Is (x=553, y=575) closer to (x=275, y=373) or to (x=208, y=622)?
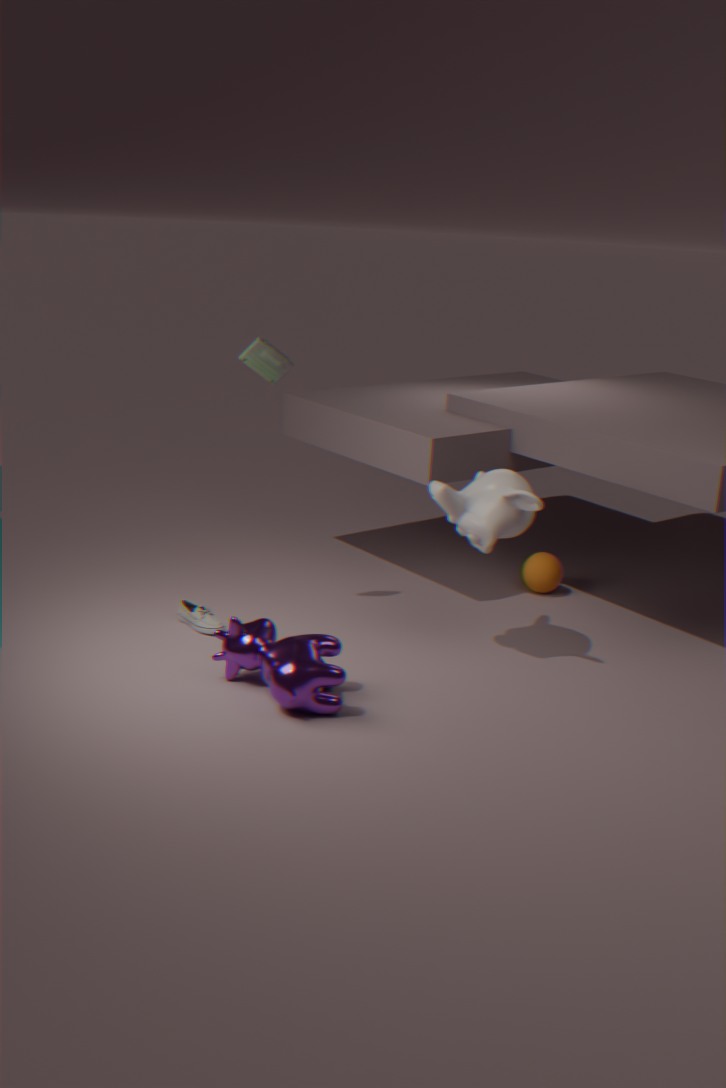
(x=208, y=622)
